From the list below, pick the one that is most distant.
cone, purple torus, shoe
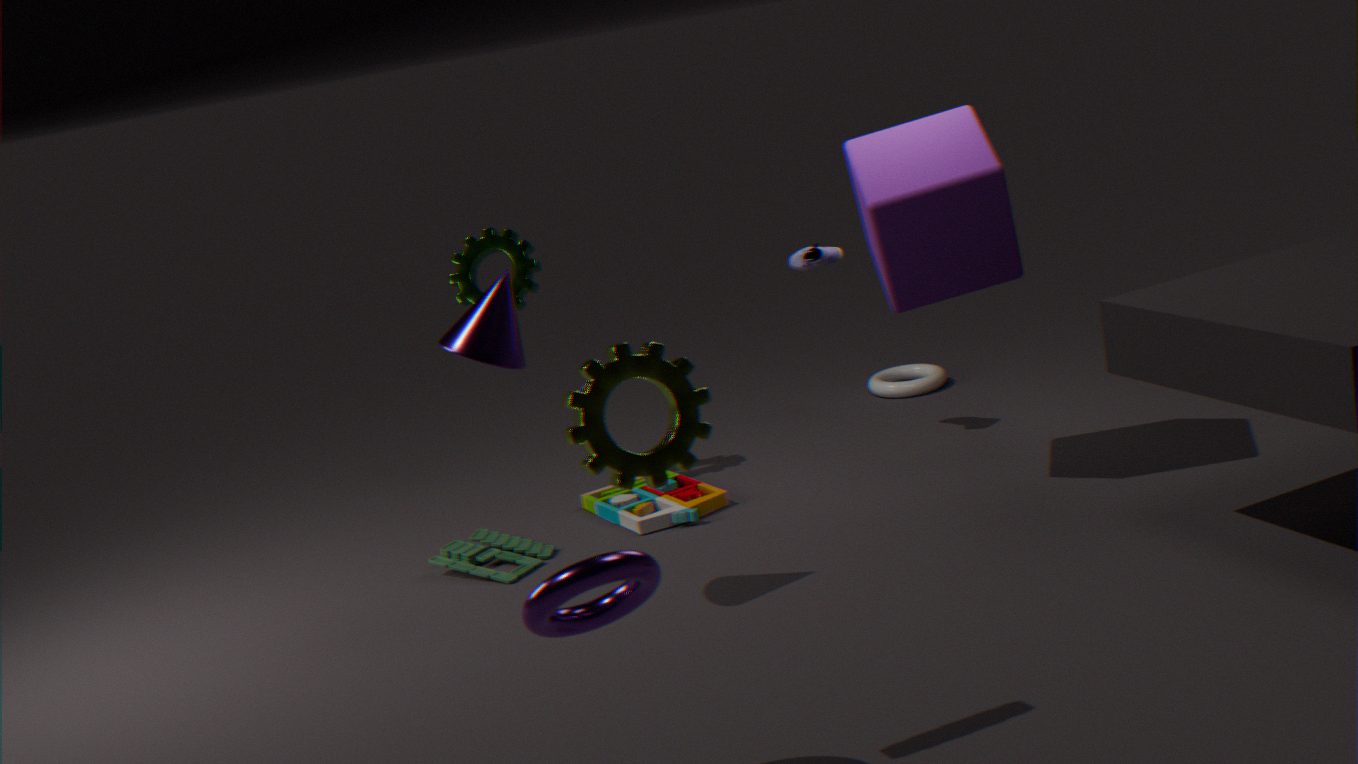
shoe
